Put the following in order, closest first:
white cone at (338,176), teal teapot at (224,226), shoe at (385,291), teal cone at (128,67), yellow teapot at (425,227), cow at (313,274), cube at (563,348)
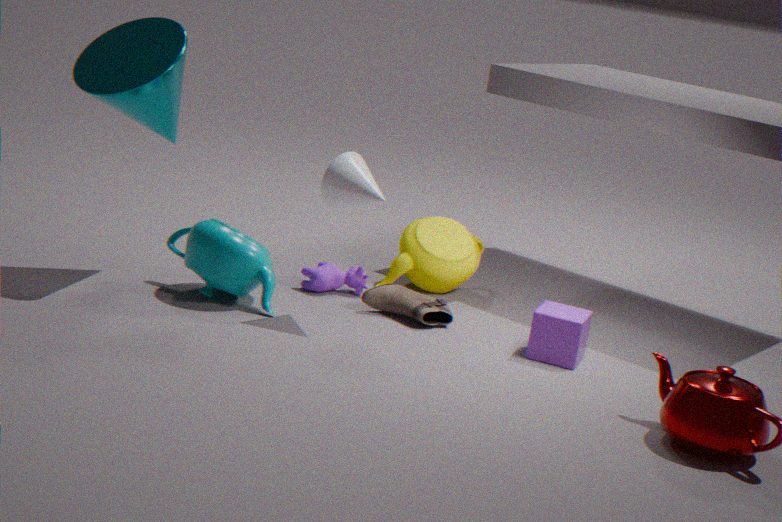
teal cone at (128,67)
white cone at (338,176)
cube at (563,348)
teal teapot at (224,226)
shoe at (385,291)
cow at (313,274)
yellow teapot at (425,227)
